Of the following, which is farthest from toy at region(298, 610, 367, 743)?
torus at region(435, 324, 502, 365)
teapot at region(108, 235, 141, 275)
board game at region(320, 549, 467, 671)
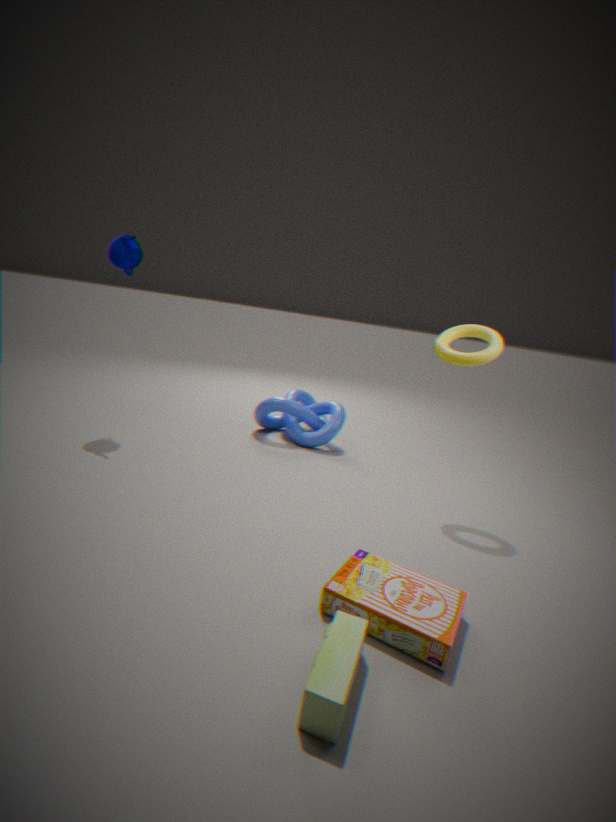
teapot at region(108, 235, 141, 275)
